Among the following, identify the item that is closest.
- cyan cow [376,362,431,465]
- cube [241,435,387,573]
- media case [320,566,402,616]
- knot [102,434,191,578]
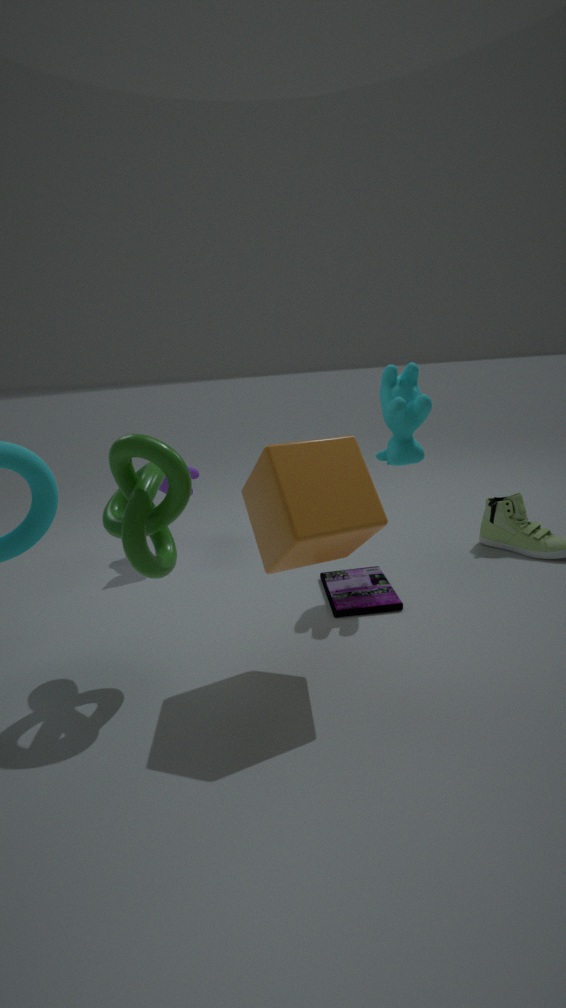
cube [241,435,387,573]
